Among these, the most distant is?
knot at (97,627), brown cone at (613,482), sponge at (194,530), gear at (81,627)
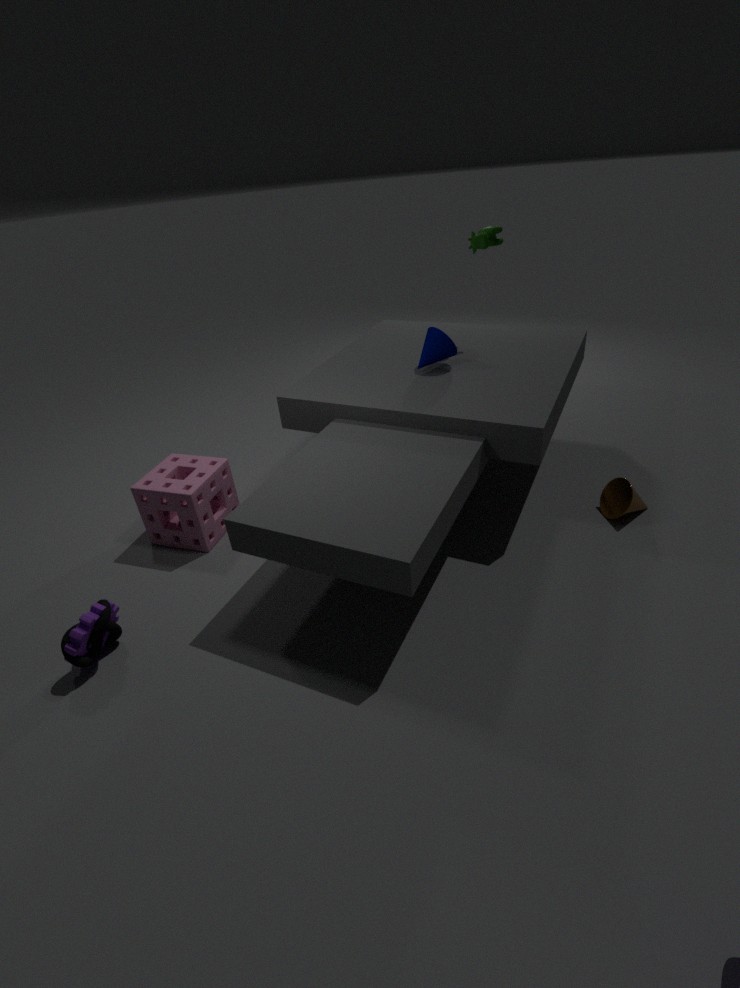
sponge at (194,530)
